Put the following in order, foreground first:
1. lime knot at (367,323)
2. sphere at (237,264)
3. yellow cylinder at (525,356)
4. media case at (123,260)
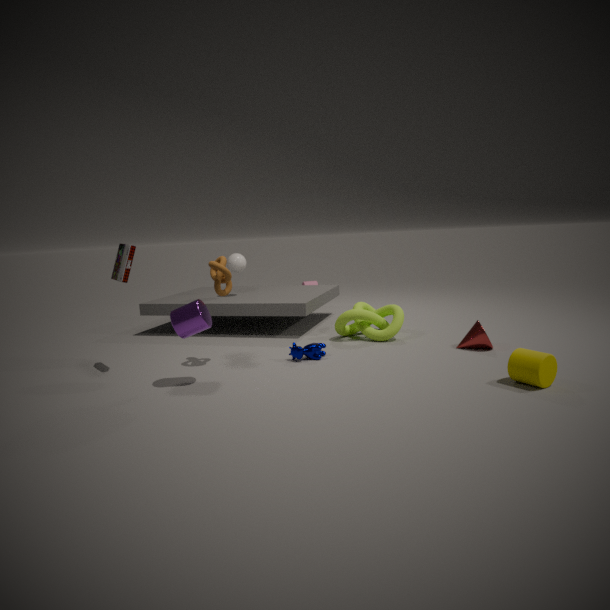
yellow cylinder at (525,356) < media case at (123,260) < lime knot at (367,323) < sphere at (237,264)
